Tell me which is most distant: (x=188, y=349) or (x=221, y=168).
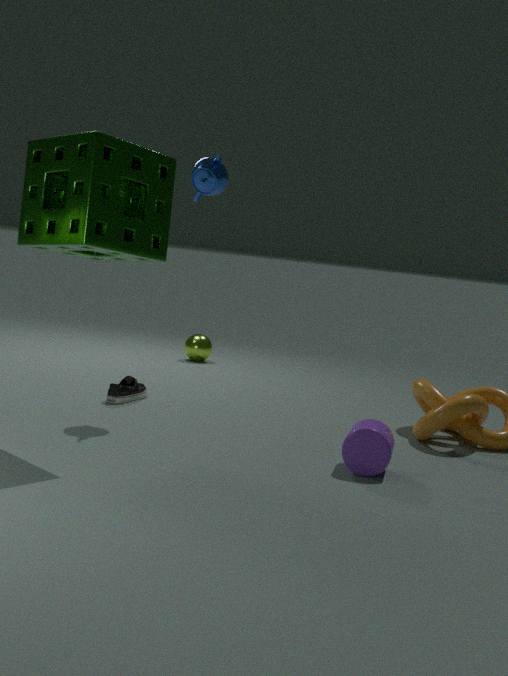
(x=188, y=349)
